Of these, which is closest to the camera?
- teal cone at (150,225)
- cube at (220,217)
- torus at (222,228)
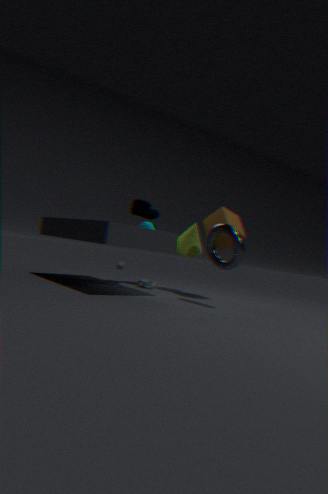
torus at (222,228)
